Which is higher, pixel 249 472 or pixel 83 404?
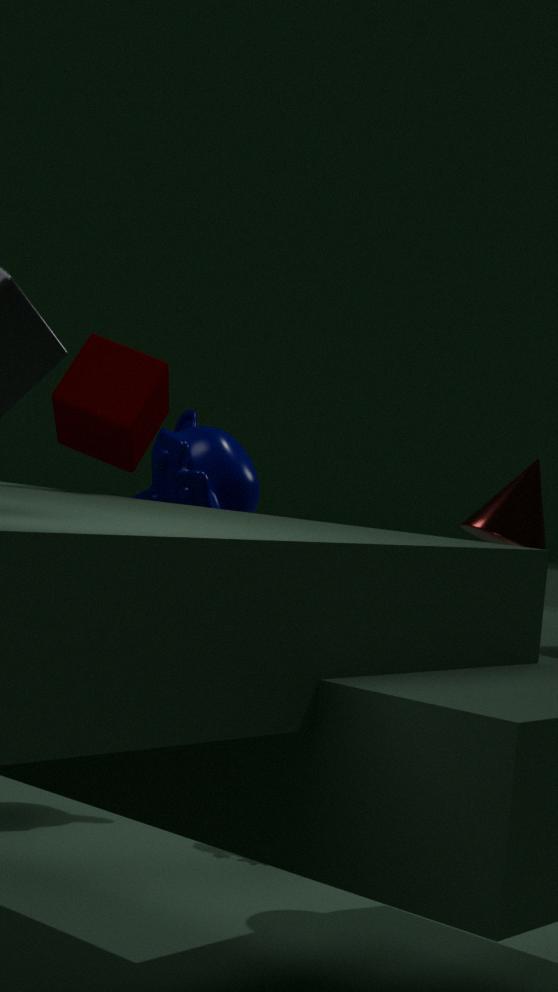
pixel 83 404
